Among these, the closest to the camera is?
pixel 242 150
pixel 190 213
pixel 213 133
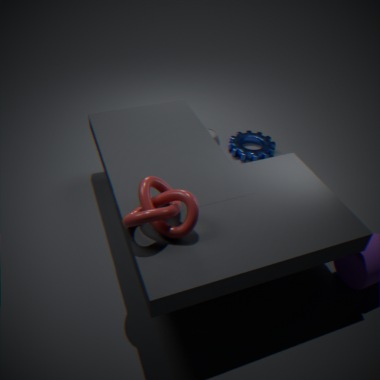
pixel 190 213
